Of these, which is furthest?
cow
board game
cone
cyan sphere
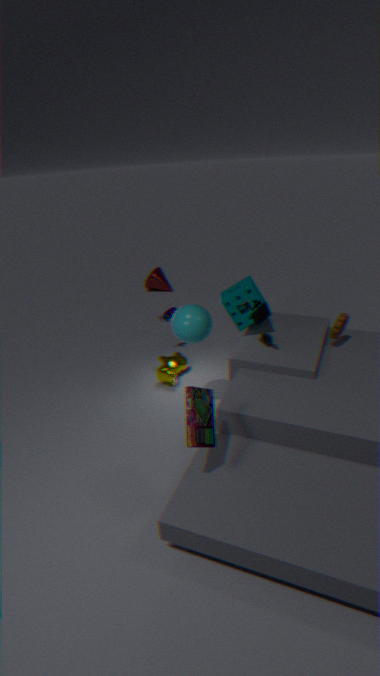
cone
